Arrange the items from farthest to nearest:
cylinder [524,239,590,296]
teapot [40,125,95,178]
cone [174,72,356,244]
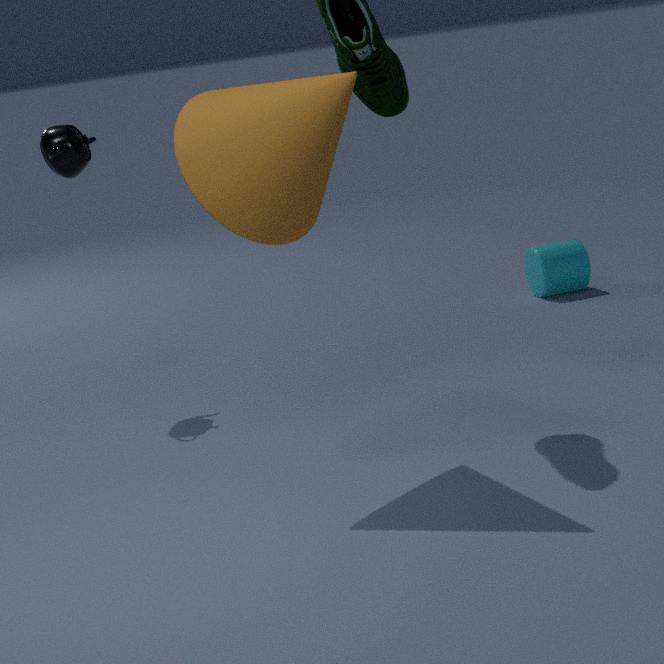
cylinder [524,239,590,296] → teapot [40,125,95,178] → cone [174,72,356,244]
